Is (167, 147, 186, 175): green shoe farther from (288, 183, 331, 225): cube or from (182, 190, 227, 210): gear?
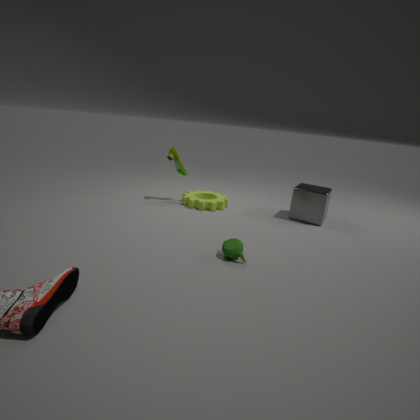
(288, 183, 331, 225): cube
